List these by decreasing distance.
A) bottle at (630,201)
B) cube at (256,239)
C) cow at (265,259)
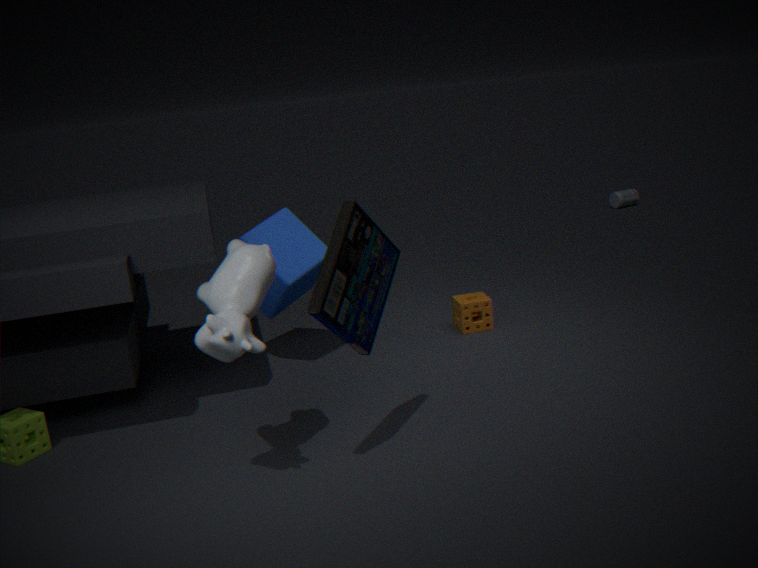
bottle at (630,201) → cube at (256,239) → cow at (265,259)
